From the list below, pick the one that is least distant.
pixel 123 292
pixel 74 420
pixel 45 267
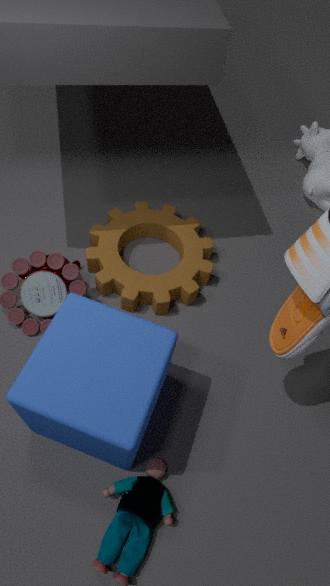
pixel 74 420
